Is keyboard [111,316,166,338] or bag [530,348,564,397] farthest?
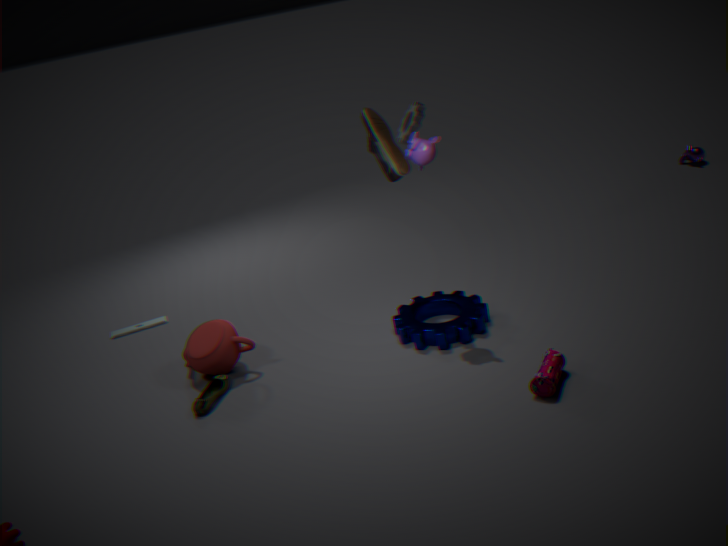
keyboard [111,316,166,338]
